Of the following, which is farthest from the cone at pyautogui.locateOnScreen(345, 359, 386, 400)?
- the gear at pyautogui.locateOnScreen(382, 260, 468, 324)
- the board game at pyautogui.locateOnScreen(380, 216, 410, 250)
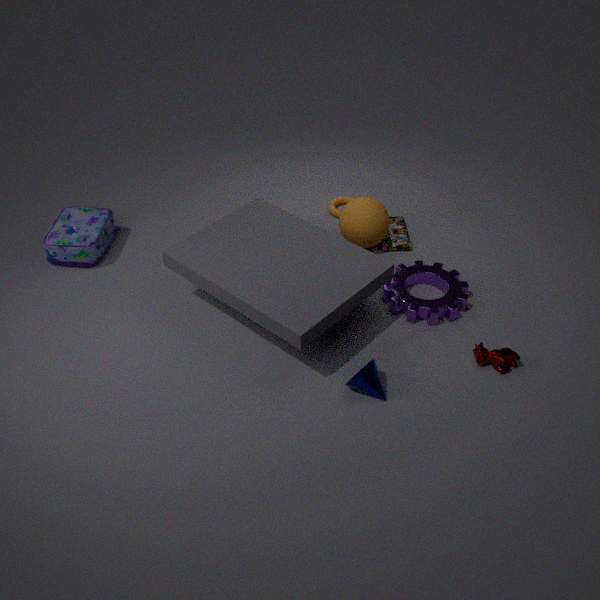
the board game at pyautogui.locateOnScreen(380, 216, 410, 250)
